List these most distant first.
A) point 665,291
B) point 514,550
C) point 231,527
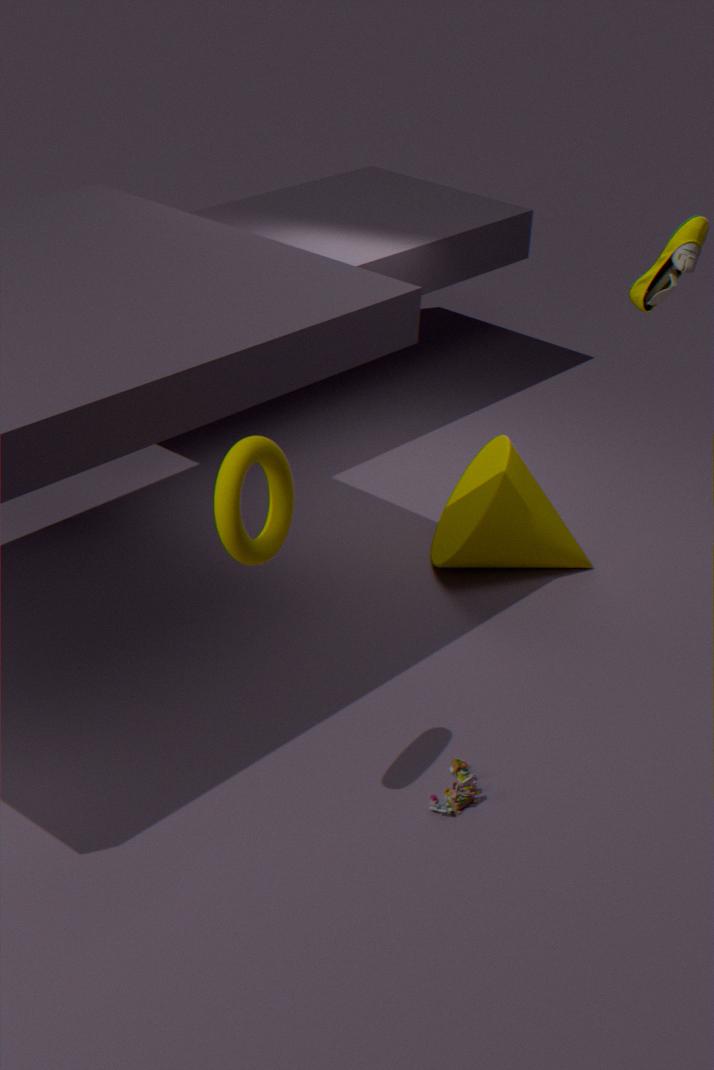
point 514,550 → point 665,291 → point 231,527
